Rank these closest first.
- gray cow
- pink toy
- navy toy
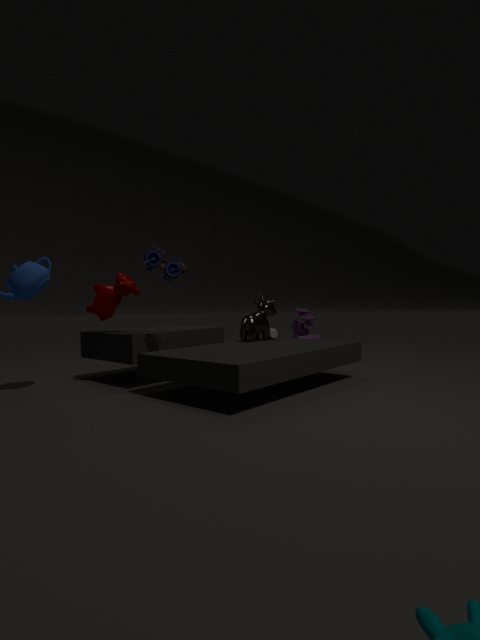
navy toy
gray cow
pink toy
